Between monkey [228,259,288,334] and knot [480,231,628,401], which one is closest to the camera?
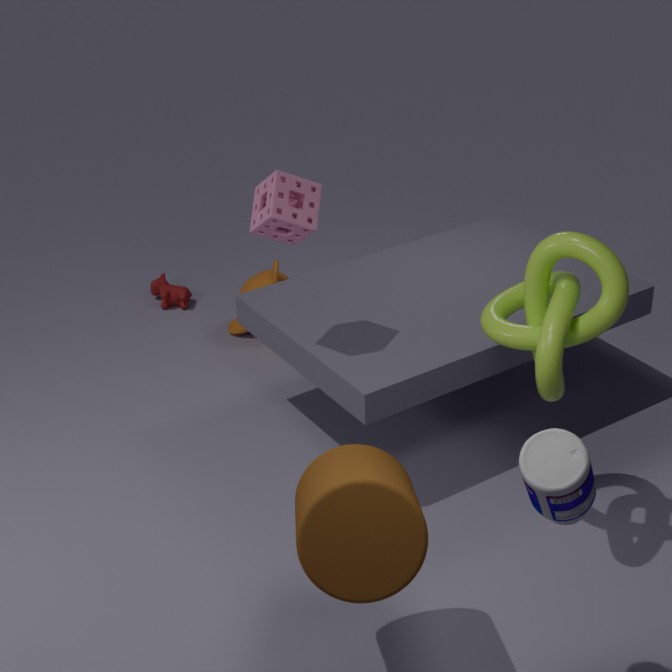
knot [480,231,628,401]
